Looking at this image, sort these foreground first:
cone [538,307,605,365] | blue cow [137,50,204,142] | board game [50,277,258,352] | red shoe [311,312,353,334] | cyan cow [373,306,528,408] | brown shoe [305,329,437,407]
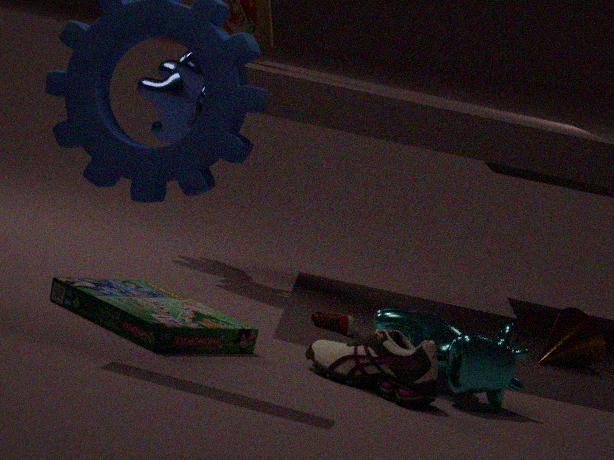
brown shoe [305,329,437,407] → board game [50,277,258,352] → cyan cow [373,306,528,408] → red shoe [311,312,353,334] → cone [538,307,605,365] → blue cow [137,50,204,142]
